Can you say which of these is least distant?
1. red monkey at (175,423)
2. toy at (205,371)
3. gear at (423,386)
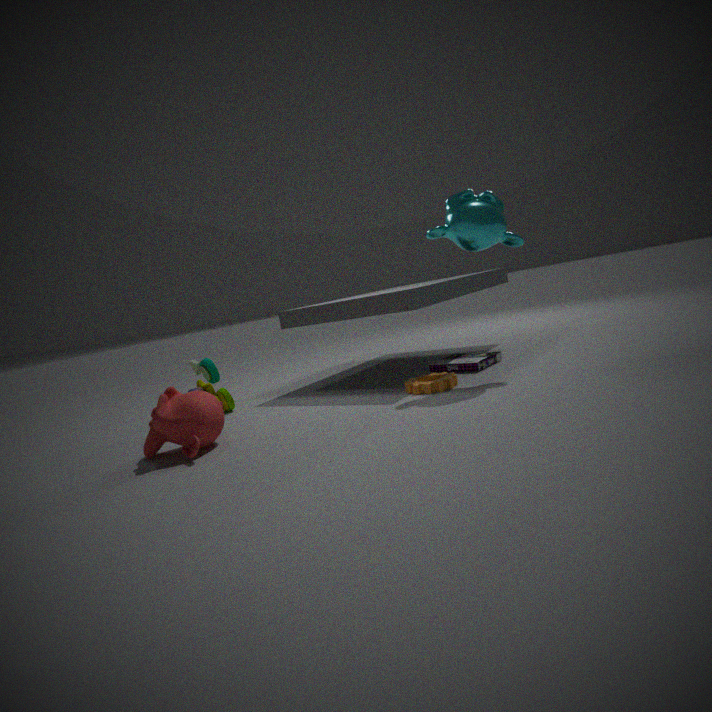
red monkey at (175,423)
